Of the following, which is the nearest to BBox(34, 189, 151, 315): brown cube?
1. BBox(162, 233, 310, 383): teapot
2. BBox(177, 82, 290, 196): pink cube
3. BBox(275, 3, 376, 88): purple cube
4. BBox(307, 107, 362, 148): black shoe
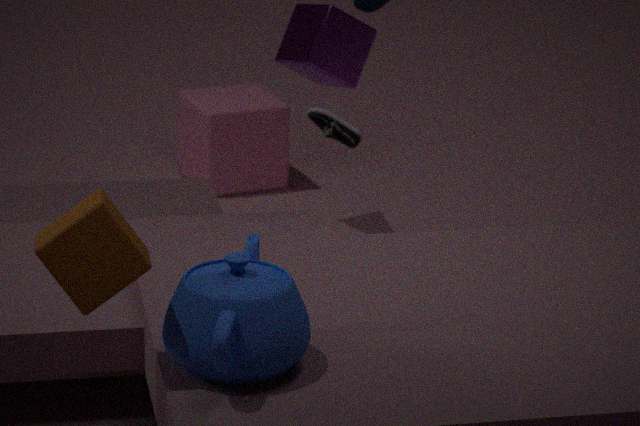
BBox(162, 233, 310, 383): teapot
